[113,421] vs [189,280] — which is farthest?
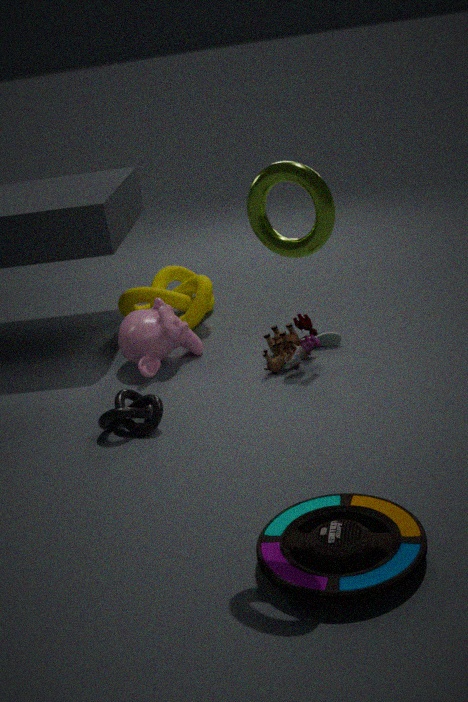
[189,280]
